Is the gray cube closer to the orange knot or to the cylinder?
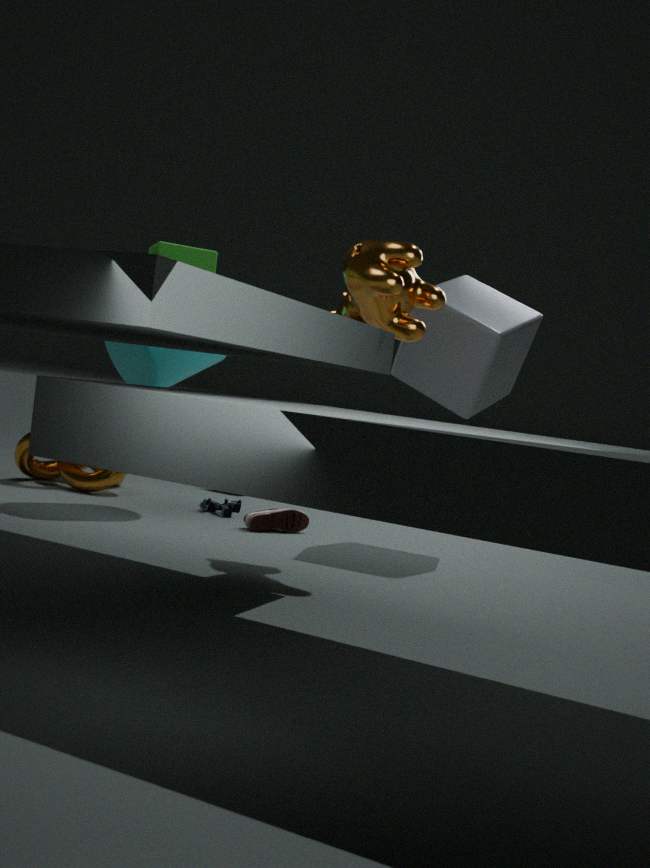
the cylinder
